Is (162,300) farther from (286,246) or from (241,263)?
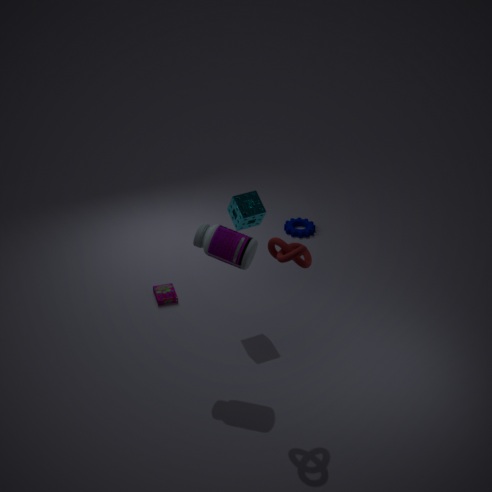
(286,246)
